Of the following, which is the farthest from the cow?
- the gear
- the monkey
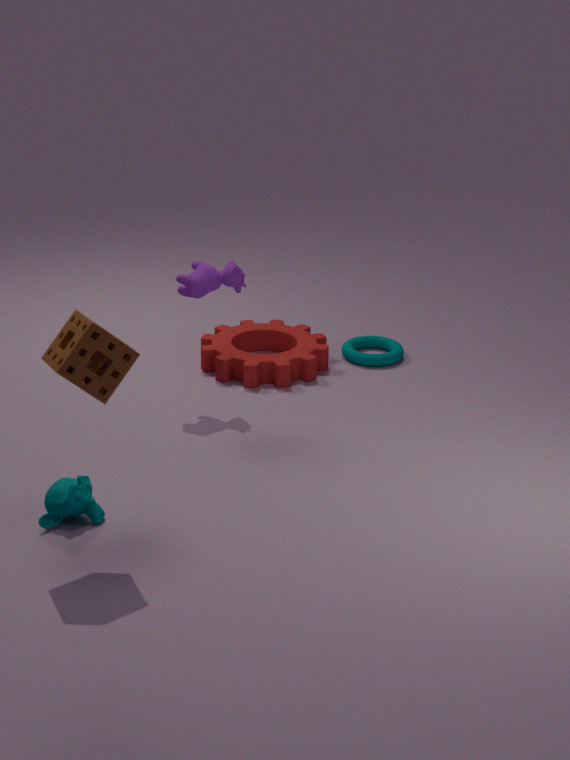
the monkey
